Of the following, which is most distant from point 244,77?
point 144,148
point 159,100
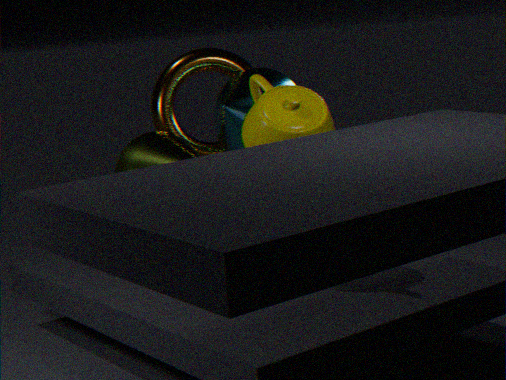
point 144,148
